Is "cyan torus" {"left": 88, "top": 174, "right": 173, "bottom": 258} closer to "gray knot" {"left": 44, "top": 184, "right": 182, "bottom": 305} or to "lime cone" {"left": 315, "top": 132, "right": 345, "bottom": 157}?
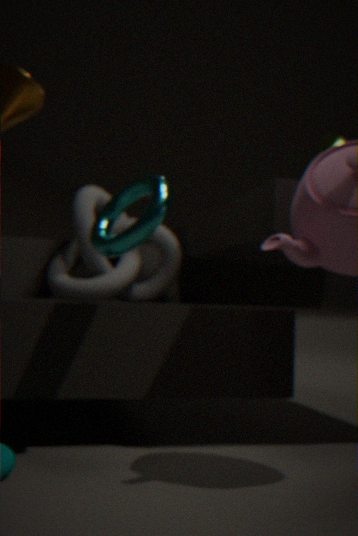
"gray knot" {"left": 44, "top": 184, "right": 182, "bottom": 305}
